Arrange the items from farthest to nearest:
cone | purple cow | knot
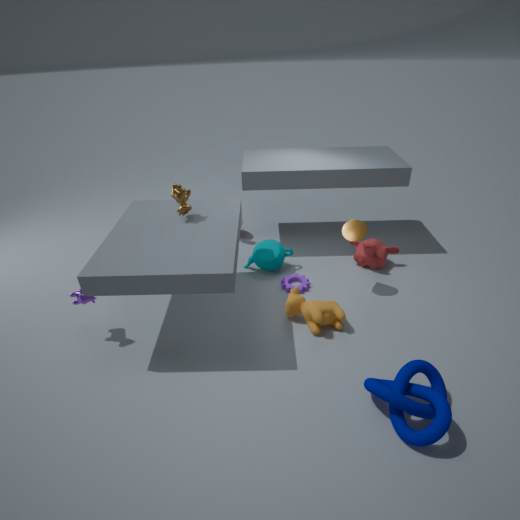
cone
purple cow
knot
